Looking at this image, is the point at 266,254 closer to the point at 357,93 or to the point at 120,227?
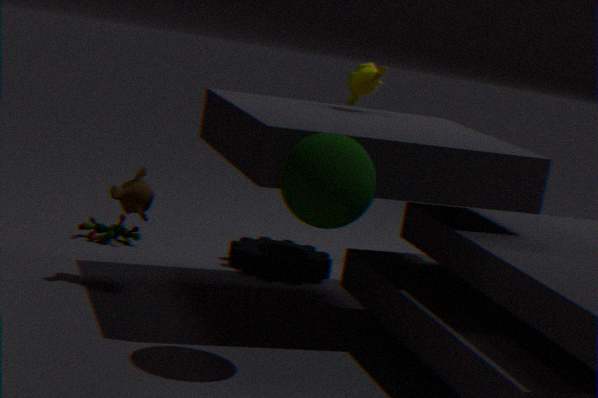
the point at 120,227
